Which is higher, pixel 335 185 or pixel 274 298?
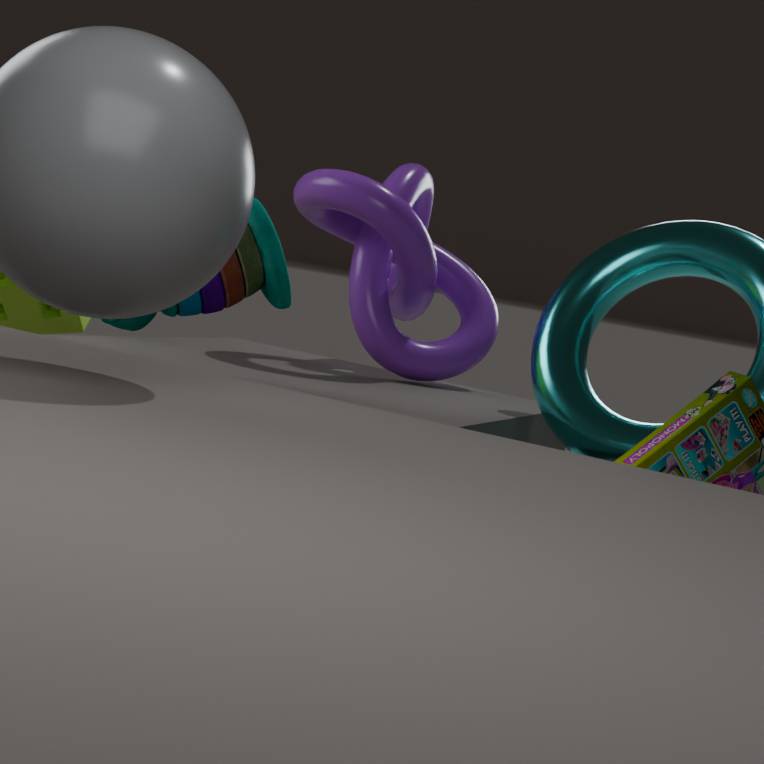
pixel 335 185
